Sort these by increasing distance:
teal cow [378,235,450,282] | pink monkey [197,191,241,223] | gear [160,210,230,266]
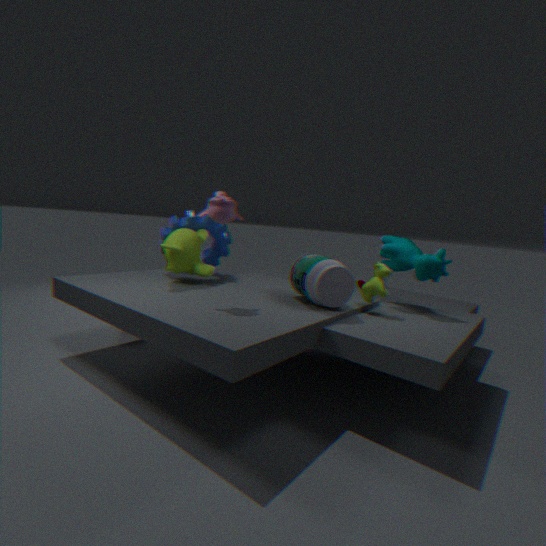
1. pink monkey [197,191,241,223]
2. teal cow [378,235,450,282]
3. gear [160,210,230,266]
